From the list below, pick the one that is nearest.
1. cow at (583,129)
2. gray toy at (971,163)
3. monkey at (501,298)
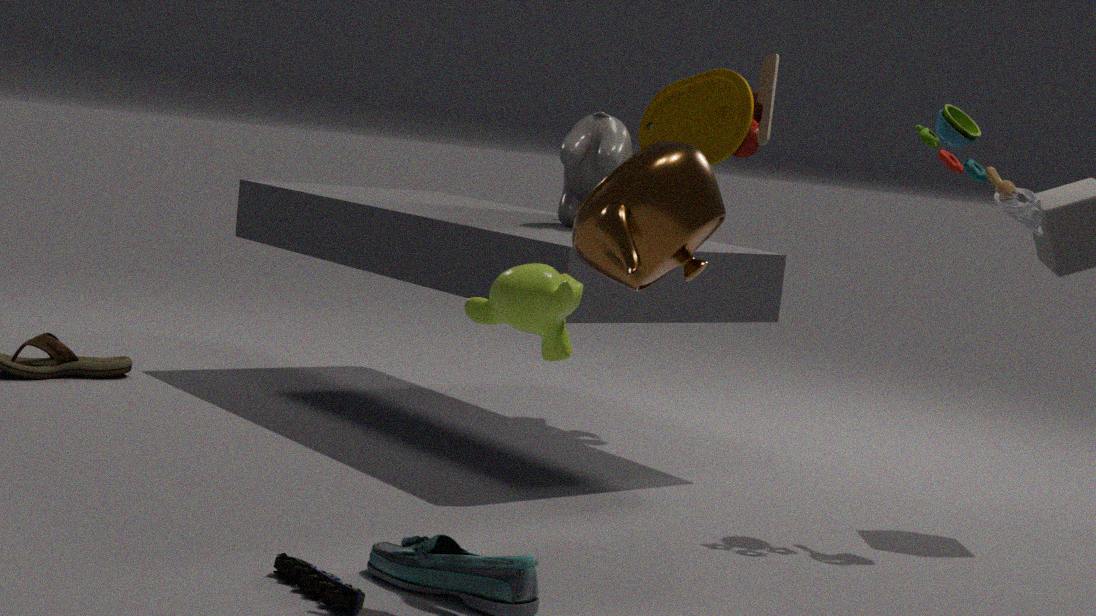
monkey at (501,298)
